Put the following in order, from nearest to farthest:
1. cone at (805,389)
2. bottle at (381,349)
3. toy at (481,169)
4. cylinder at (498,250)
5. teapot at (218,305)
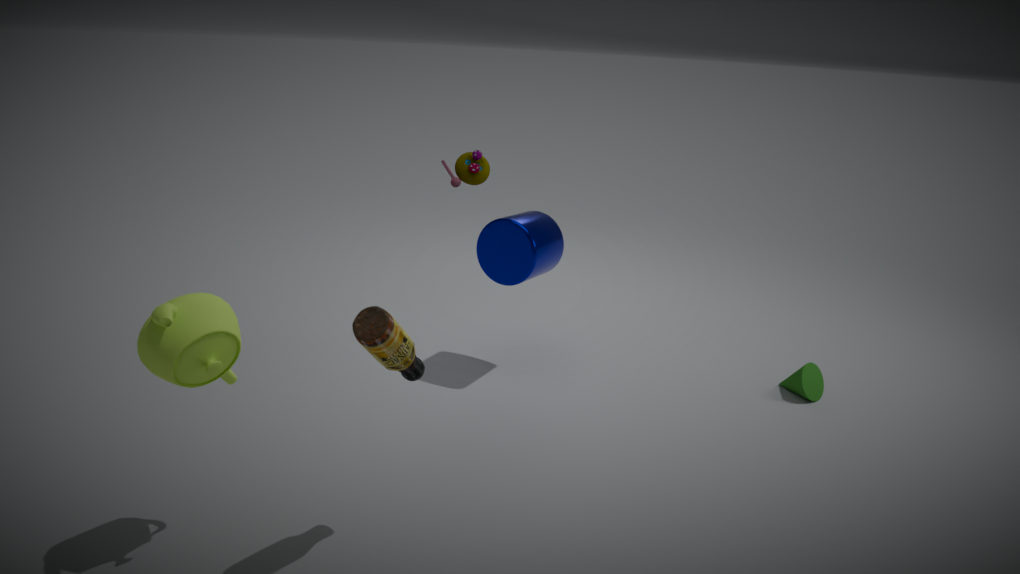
A: bottle at (381,349) < teapot at (218,305) < cylinder at (498,250) < cone at (805,389) < toy at (481,169)
